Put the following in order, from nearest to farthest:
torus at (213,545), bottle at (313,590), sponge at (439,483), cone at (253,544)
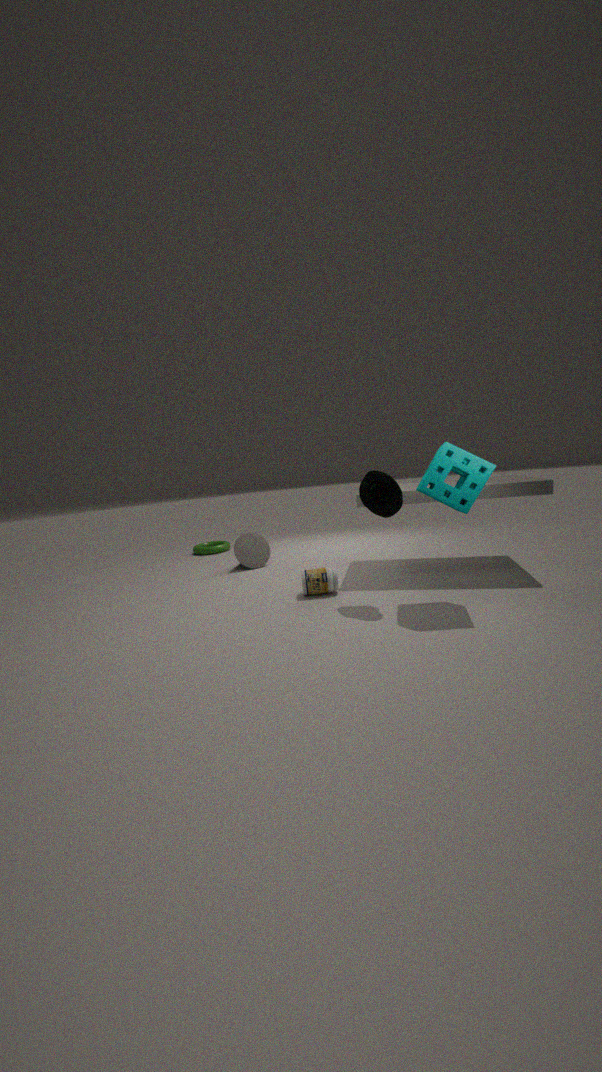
1. sponge at (439,483)
2. bottle at (313,590)
3. cone at (253,544)
4. torus at (213,545)
